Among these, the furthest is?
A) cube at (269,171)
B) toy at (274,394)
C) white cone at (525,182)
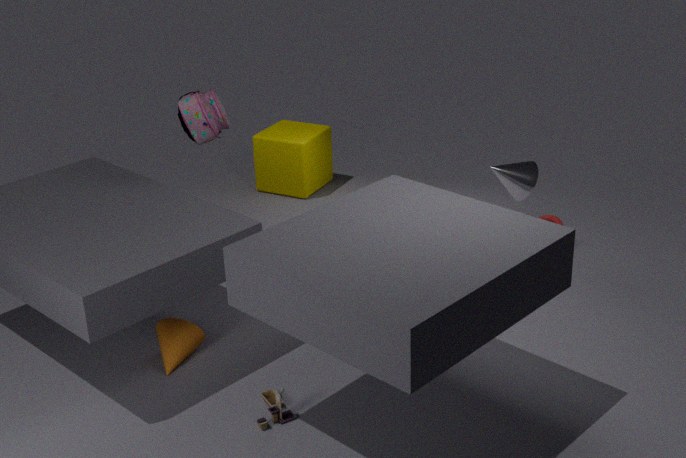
cube at (269,171)
